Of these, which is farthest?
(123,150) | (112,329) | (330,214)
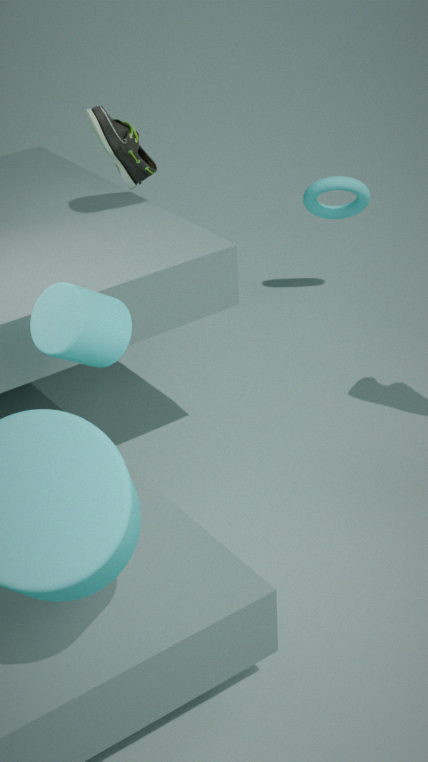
(330,214)
